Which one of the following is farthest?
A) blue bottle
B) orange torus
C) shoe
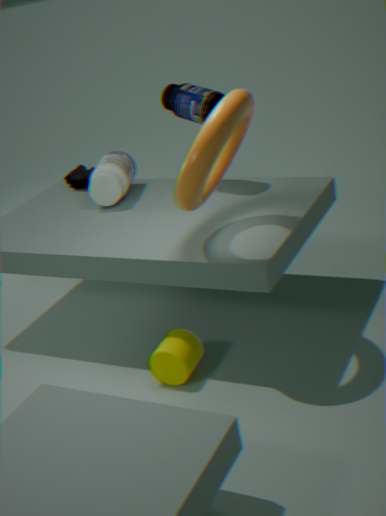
shoe
